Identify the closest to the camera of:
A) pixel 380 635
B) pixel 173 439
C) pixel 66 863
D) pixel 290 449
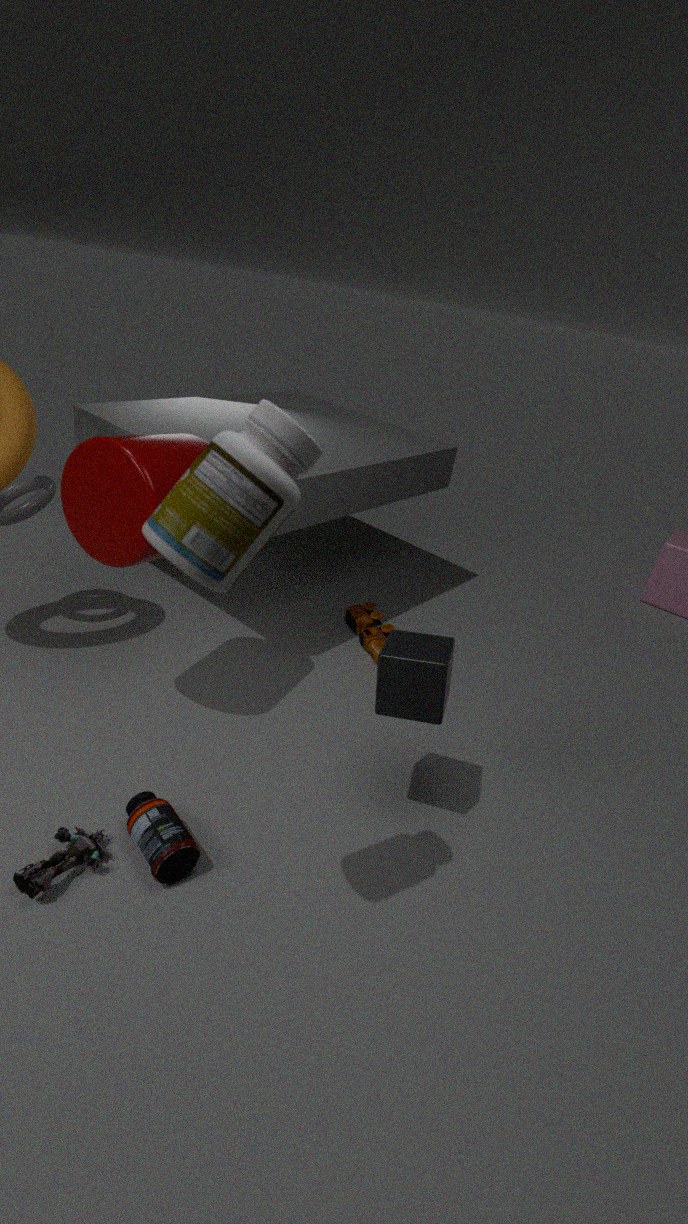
pixel 290 449
